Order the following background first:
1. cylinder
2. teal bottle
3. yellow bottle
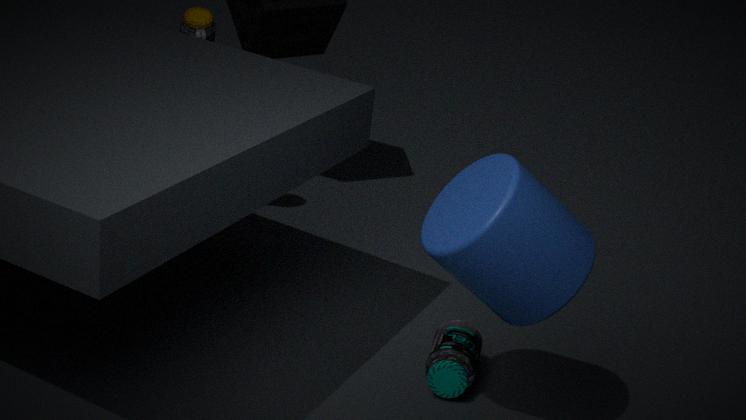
yellow bottle
teal bottle
cylinder
